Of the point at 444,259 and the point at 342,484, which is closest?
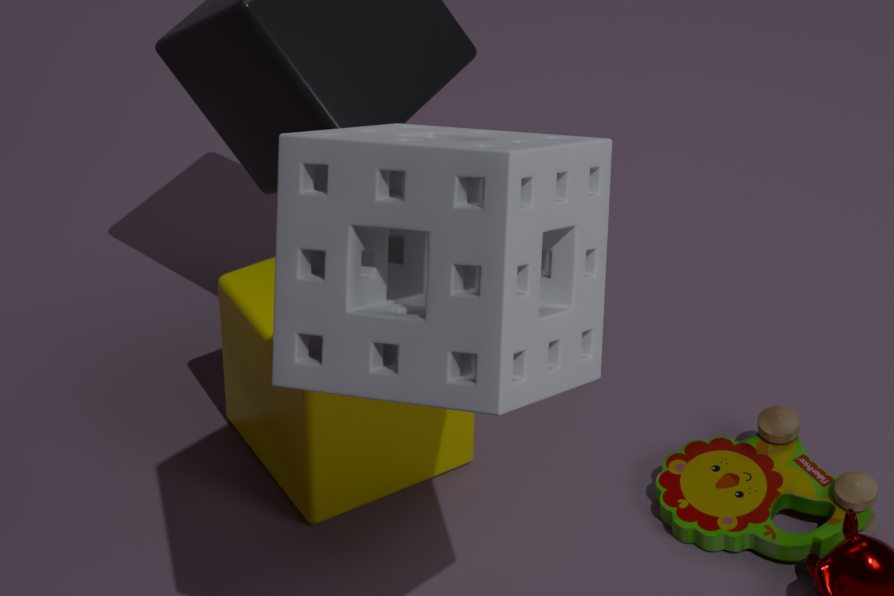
the point at 444,259
